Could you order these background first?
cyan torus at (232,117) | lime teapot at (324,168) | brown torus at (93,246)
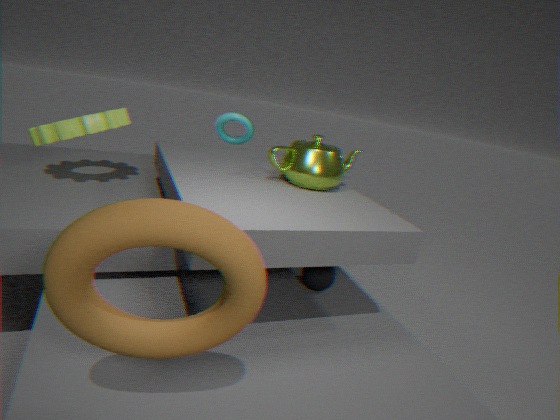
cyan torus at (232,117) → lime teapot at (324,168) → brown torus at (93,246)
